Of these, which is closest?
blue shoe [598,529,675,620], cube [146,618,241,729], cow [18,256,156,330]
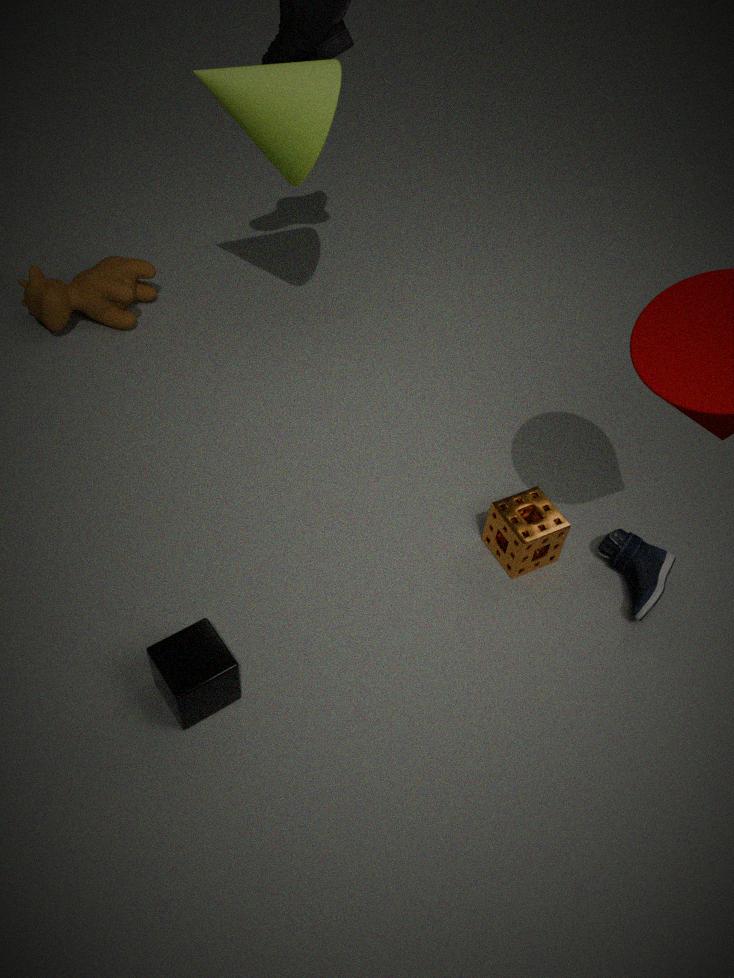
cube [146,618,241,729]
